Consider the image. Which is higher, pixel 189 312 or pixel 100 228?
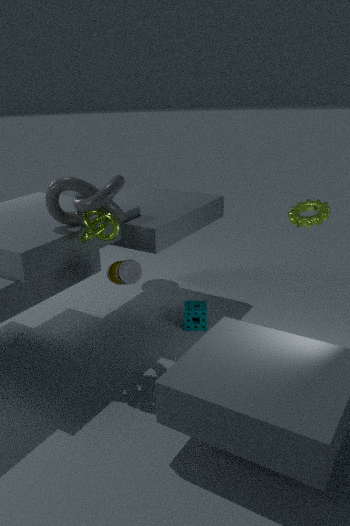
pixel 100 228
